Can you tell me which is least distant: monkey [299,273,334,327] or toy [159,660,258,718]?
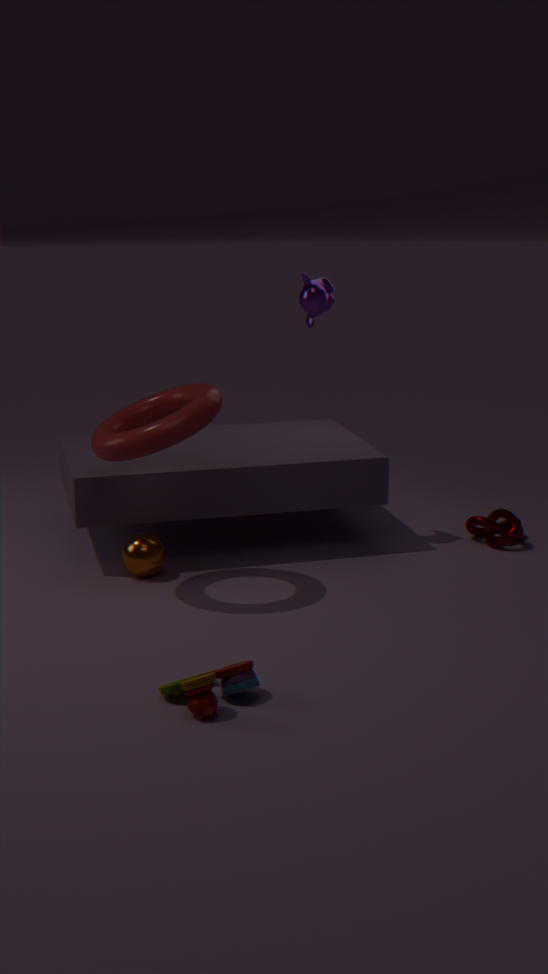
toy [159,660,258,718]
